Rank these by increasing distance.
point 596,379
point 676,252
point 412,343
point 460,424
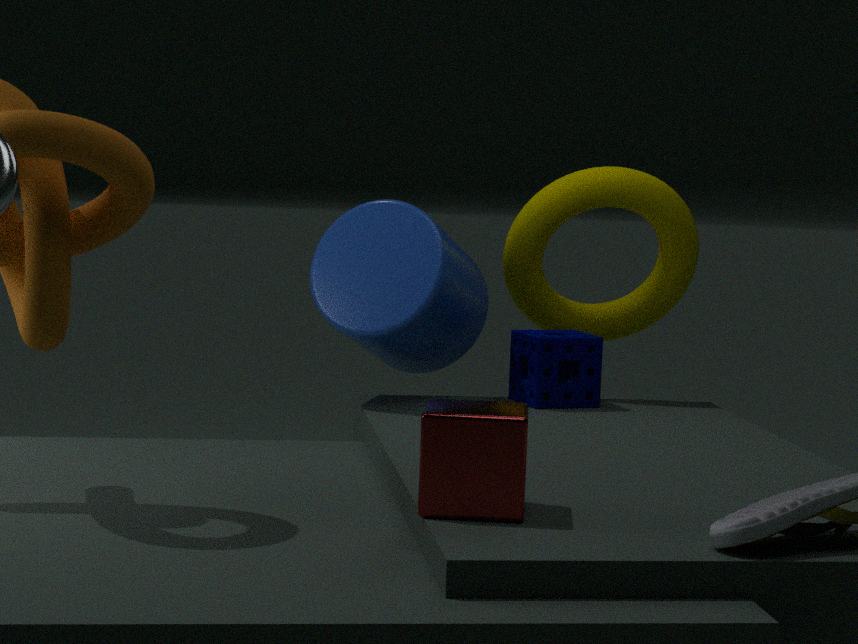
point 460,424
point 412,343
point 596,379
point 676,252
